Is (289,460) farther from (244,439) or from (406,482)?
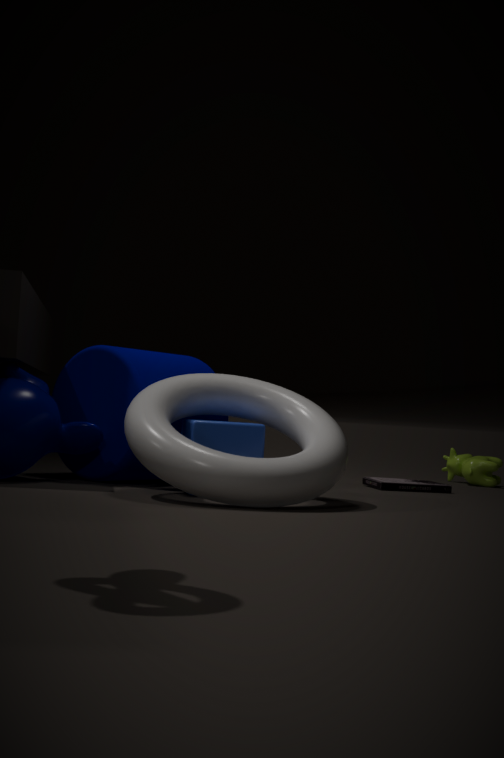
(406,482)
